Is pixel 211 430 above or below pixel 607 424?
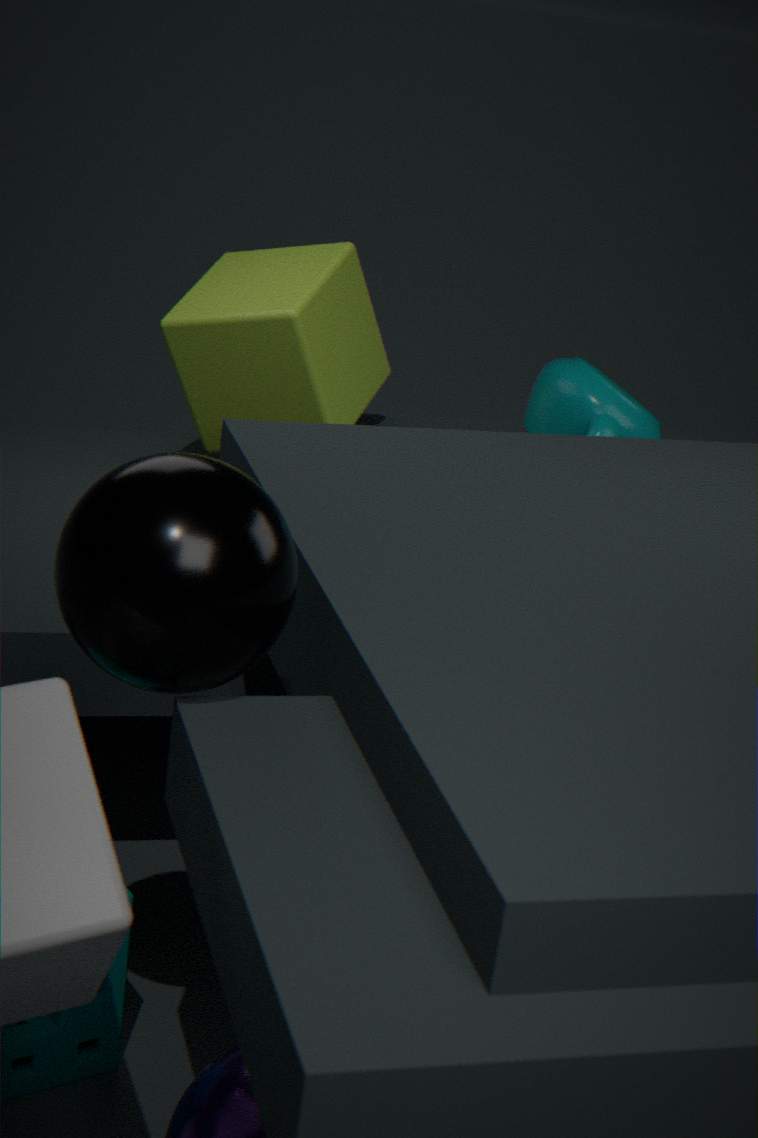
above
